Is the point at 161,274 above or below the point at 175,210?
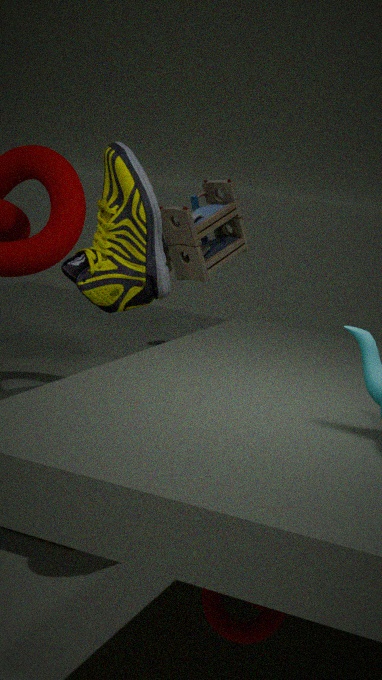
above
